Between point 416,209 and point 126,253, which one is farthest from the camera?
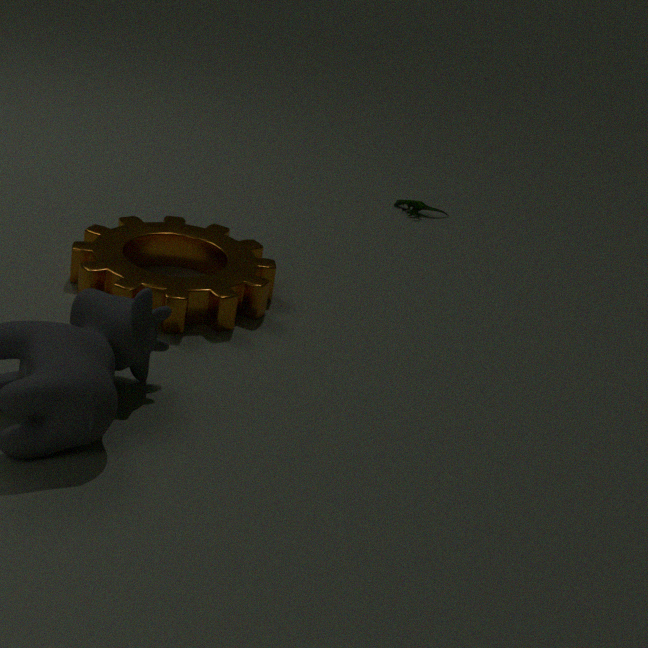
point 416,209
